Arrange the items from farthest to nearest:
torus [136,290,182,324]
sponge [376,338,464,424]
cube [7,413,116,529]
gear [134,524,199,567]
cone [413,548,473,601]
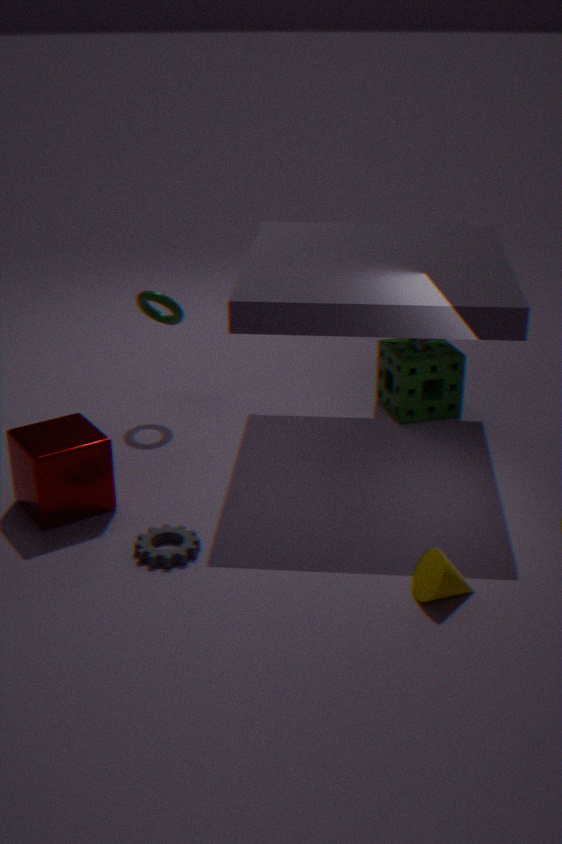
1. sponge [376,338,464,424]
2. torus [136,290,182,324]
3. cube [7,413,116,529]
4. gear [134,524,199,567]
5. cone [413,548,473,601]
